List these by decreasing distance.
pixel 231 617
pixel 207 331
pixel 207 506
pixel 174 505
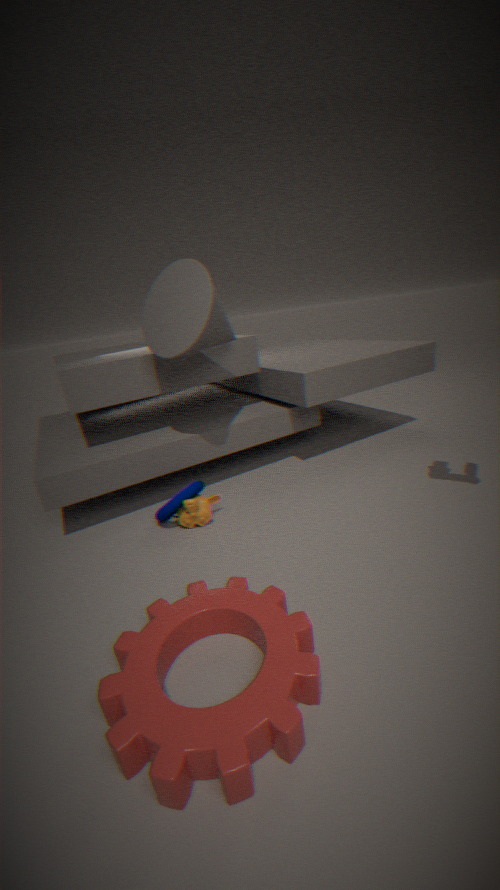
pixel 207 506 → pixel 174 505 → pixel 207 331 → pixel 231 617
